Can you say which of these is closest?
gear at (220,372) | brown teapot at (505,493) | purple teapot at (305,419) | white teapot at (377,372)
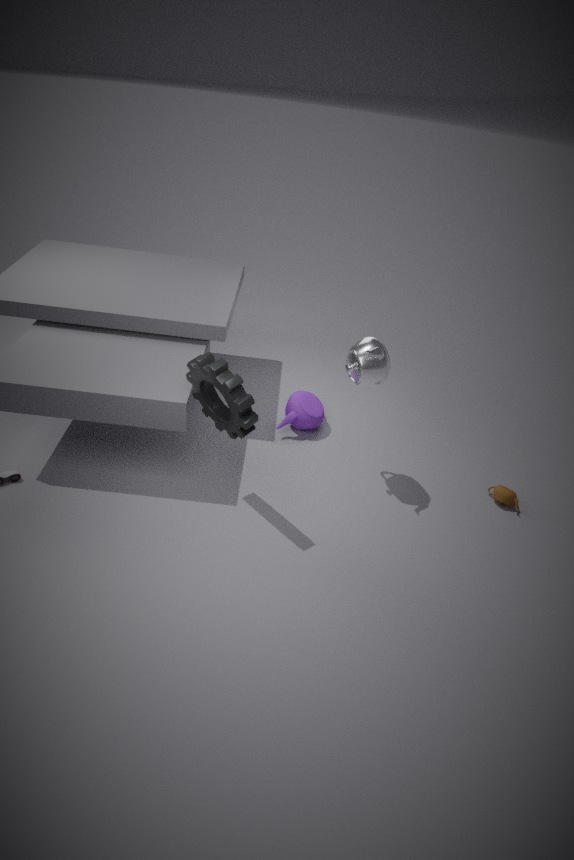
gear at (220,372)
